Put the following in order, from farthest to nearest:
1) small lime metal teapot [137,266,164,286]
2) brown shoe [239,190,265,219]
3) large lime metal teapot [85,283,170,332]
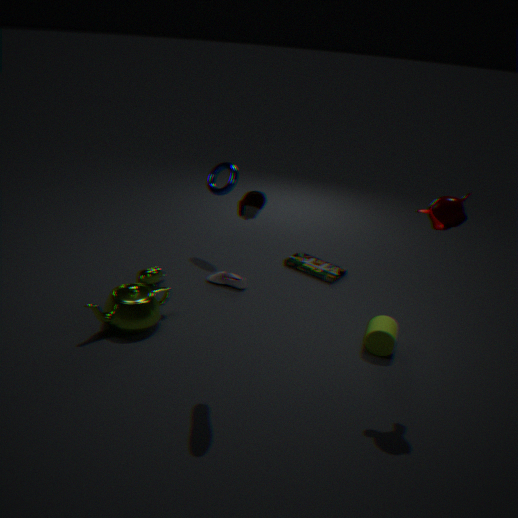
1. small lime metal teapot [137,266,164,286] < 3. large lime metal teapot [85,283,170,332] < 2. brown shoe [239,190,265,219]
